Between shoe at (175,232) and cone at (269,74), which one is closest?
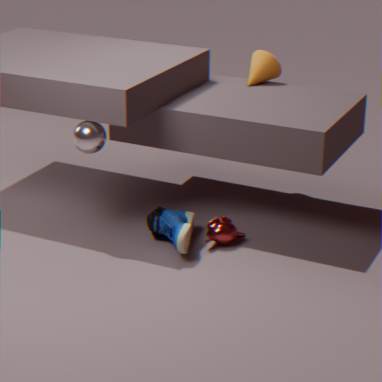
shoe at (175,232)
